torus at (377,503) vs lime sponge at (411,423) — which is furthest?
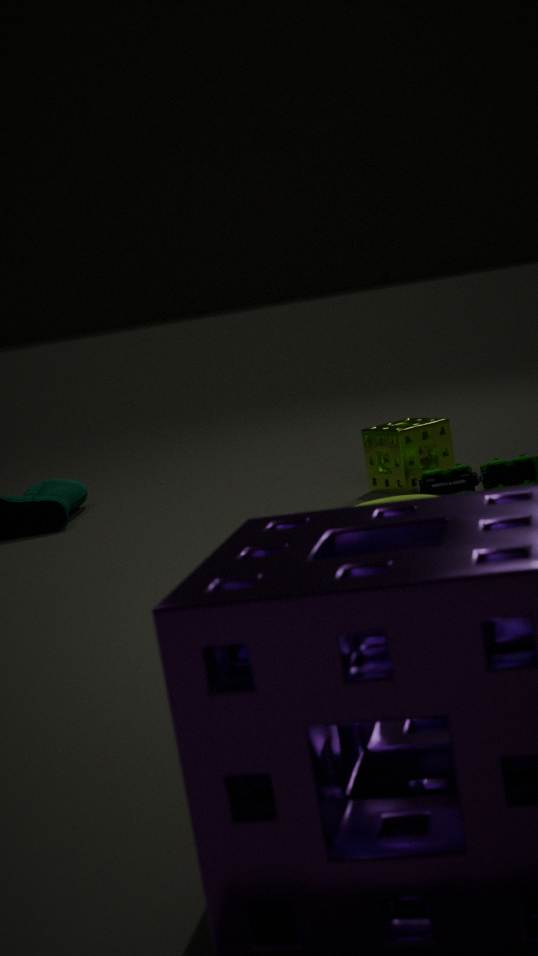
lime sponge at (411,423)
